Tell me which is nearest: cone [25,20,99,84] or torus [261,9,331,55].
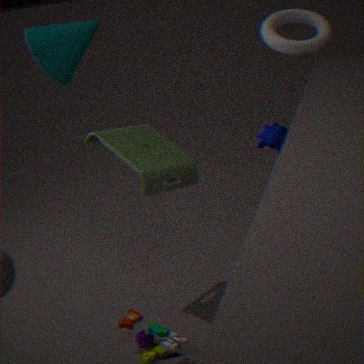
cone [25,20,99,84]
